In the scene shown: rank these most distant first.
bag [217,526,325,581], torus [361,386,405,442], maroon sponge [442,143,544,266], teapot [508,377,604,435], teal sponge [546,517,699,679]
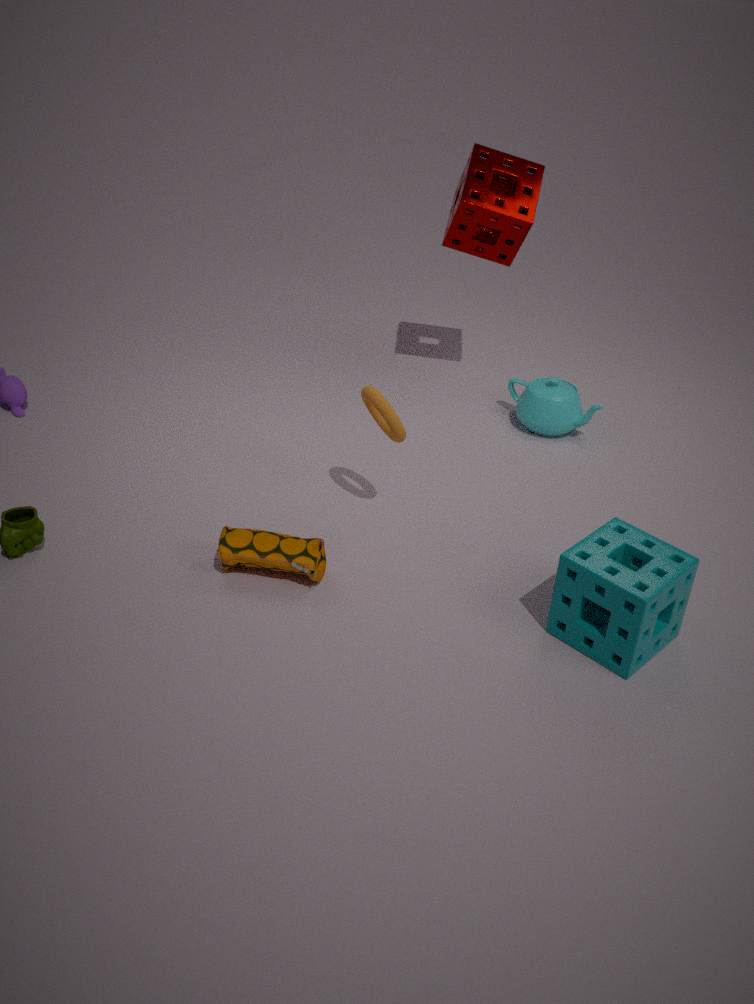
teapot [508,377,604,435] < maroon sponge [442,143,544,266] < torus [361,386,405,442] < bag [217,526,325,581] < teal sponge [546,517,699,679]
